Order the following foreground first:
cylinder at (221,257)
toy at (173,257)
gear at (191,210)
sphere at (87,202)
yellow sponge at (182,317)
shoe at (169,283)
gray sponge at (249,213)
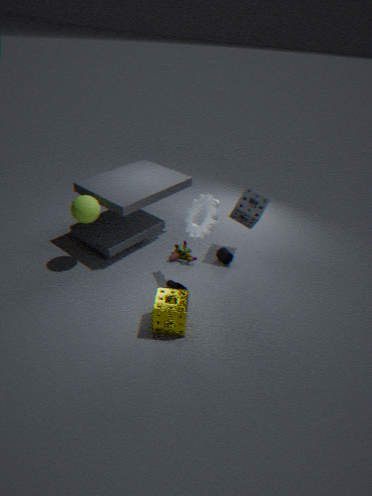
1. yellow sponge at (182,317)
2. gear at (191,210)
3. sphere at (87,202)
4. shoe at (169,283)
5. gray sponge at (249,213)
6. cylinder at (221,257)
7. toy at (173,257)
